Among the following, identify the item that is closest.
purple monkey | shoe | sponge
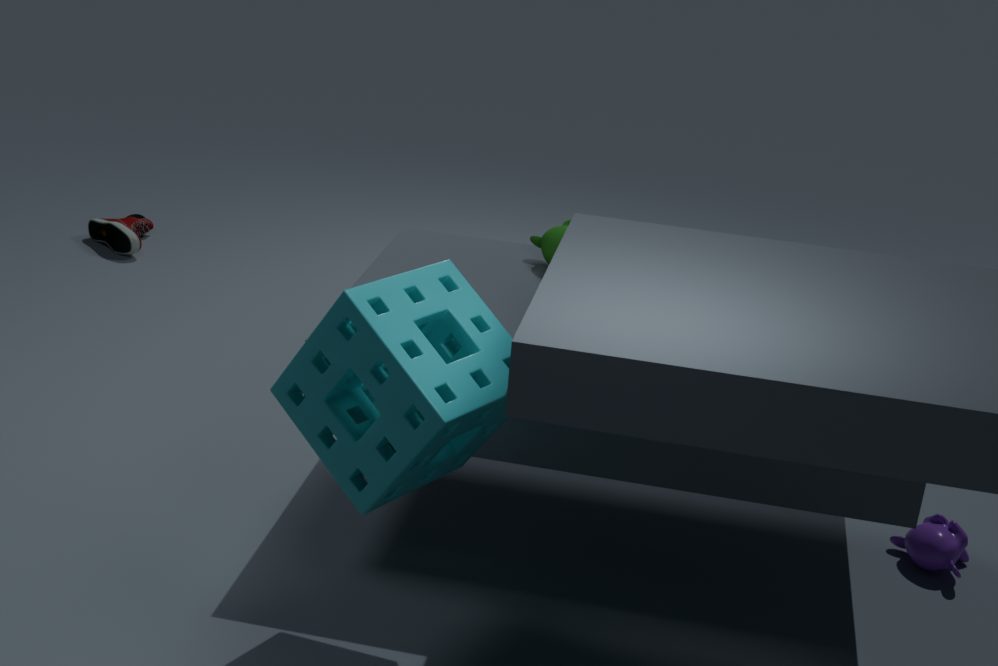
sponge
